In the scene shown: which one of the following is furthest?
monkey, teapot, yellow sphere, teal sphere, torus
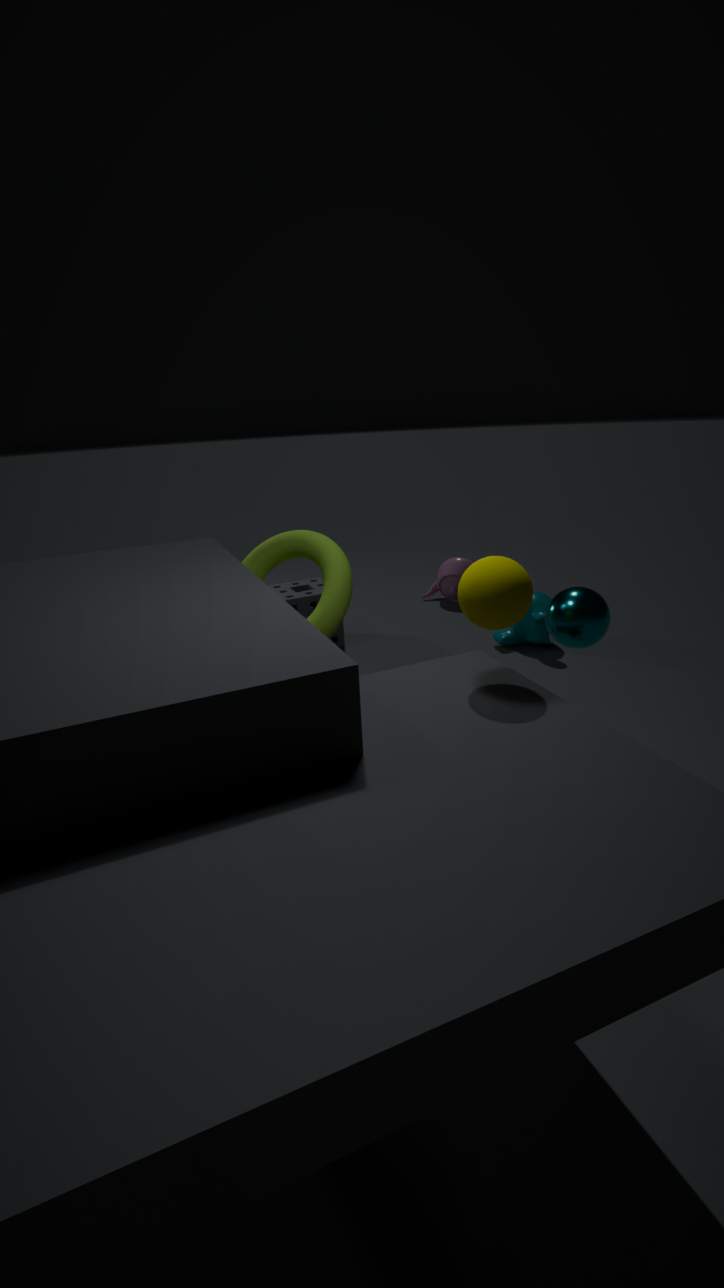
teapot
